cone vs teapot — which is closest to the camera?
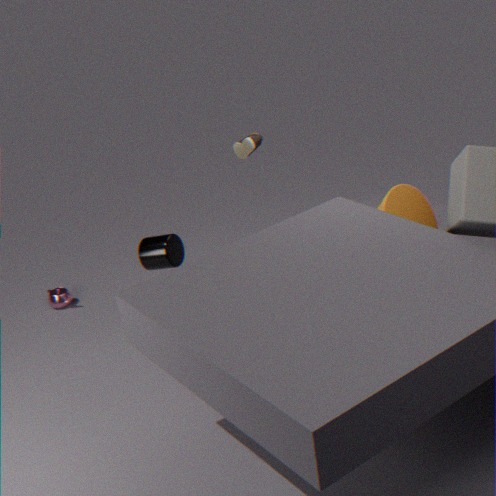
cone
